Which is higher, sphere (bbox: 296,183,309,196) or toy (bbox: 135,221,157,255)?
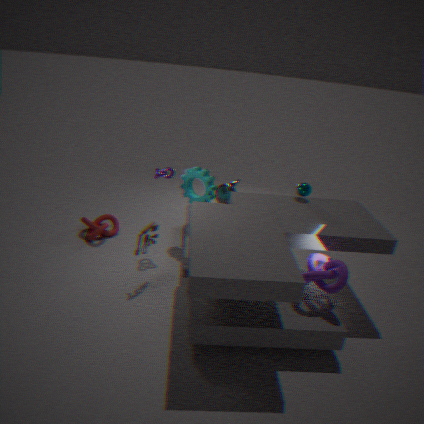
sphere (bbox: 296,183,309,196)
